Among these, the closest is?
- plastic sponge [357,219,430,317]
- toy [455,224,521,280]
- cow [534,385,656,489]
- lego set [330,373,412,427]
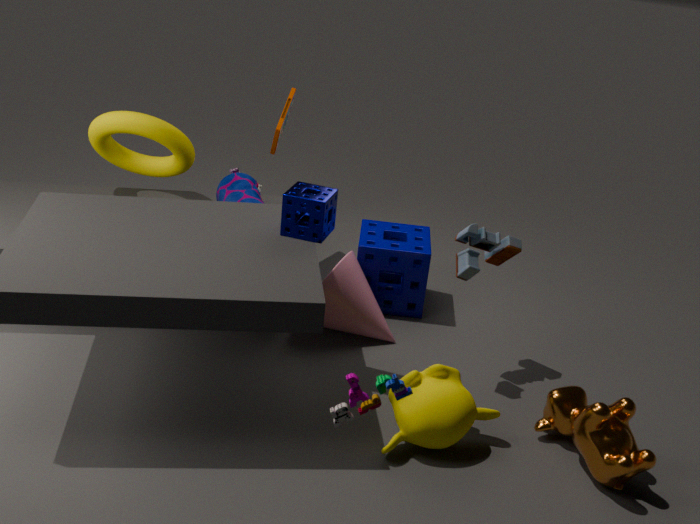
lego set [330,373,412,427]
